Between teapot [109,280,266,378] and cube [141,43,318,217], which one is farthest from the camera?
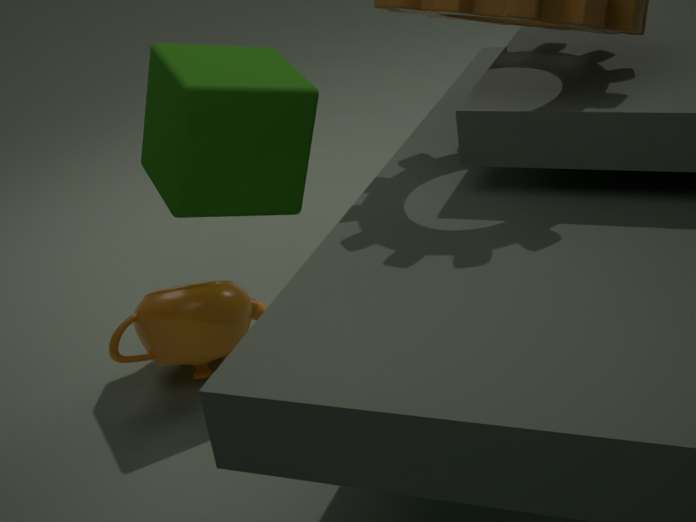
teapot [109,280,266,378]
